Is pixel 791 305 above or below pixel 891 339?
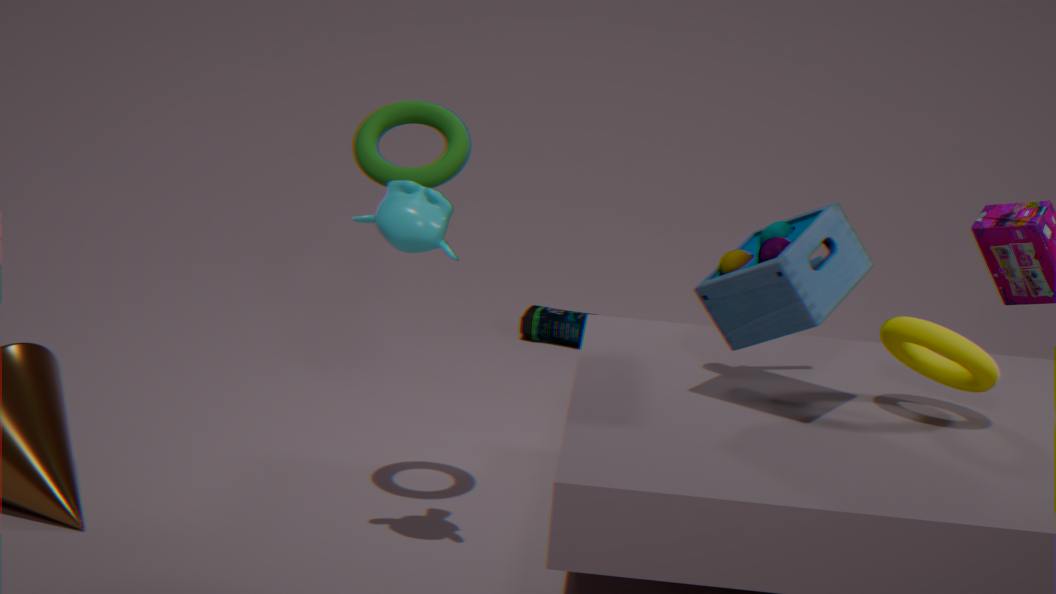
above
